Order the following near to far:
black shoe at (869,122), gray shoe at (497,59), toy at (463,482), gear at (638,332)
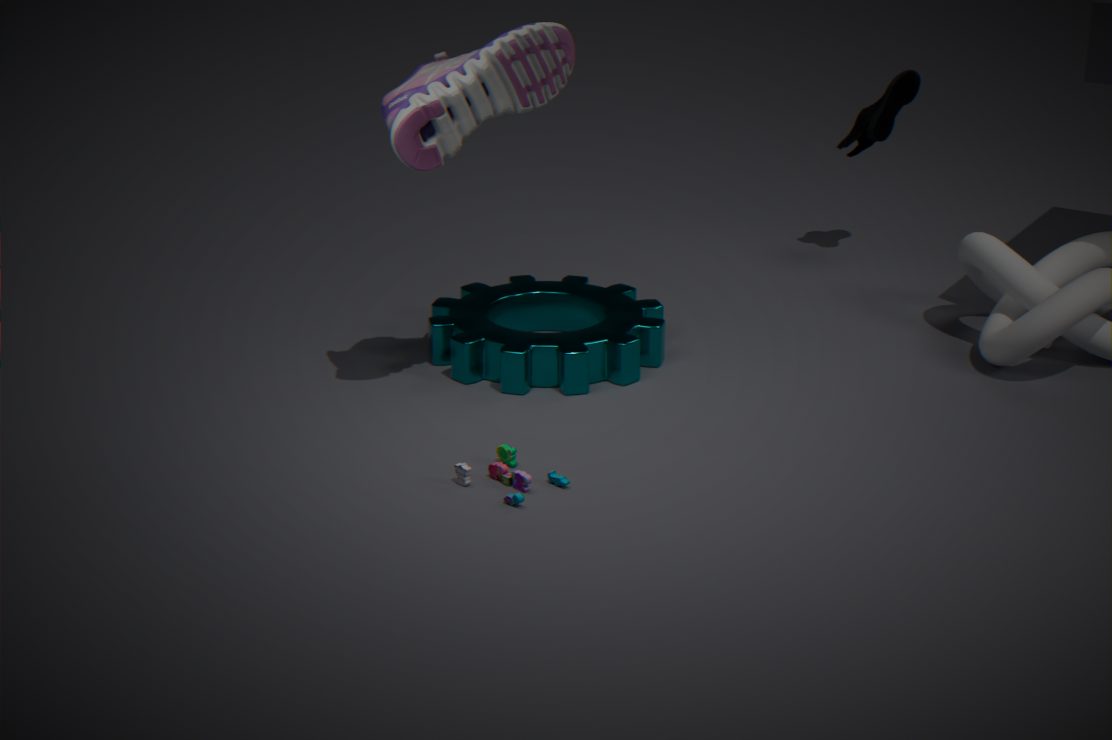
toy at (463,482), gray shoe at (497,59), gear at (638,332), black shoe at (869,122)
